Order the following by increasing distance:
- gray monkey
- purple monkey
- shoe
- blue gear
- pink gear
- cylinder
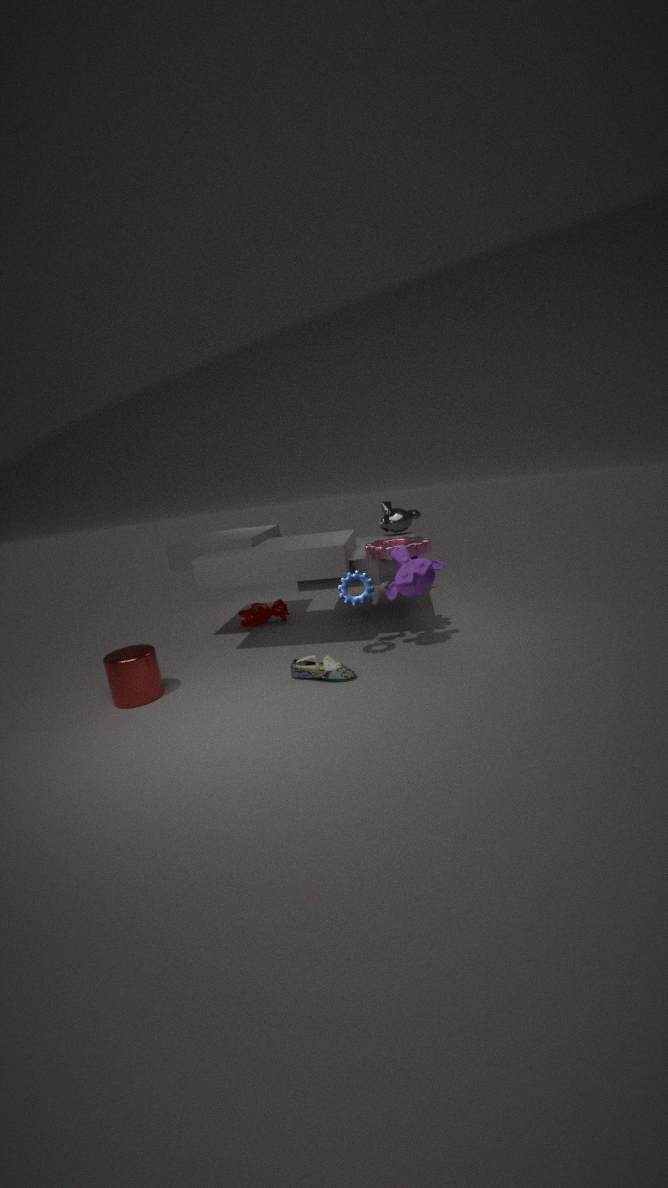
1. cylinder
2. shoe
3. purple monkey
4. blue gear
5. pink gear
6. gray monkey
